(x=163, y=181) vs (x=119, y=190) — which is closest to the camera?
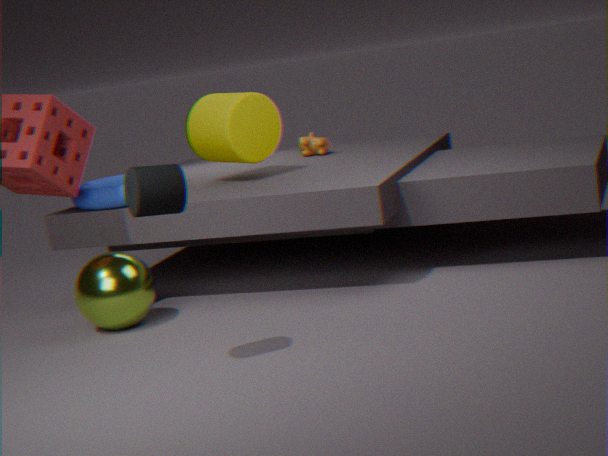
(x=163, y=181)
